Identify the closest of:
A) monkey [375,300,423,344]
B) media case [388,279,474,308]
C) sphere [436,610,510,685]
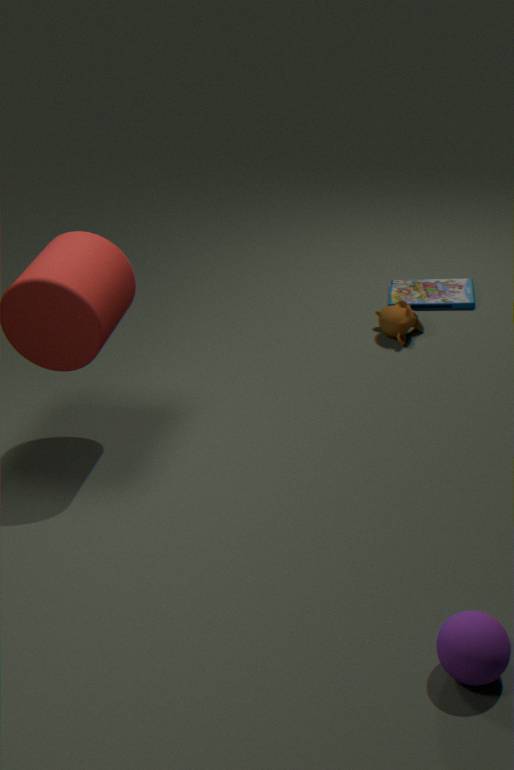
sphere [436,610,510,685]
